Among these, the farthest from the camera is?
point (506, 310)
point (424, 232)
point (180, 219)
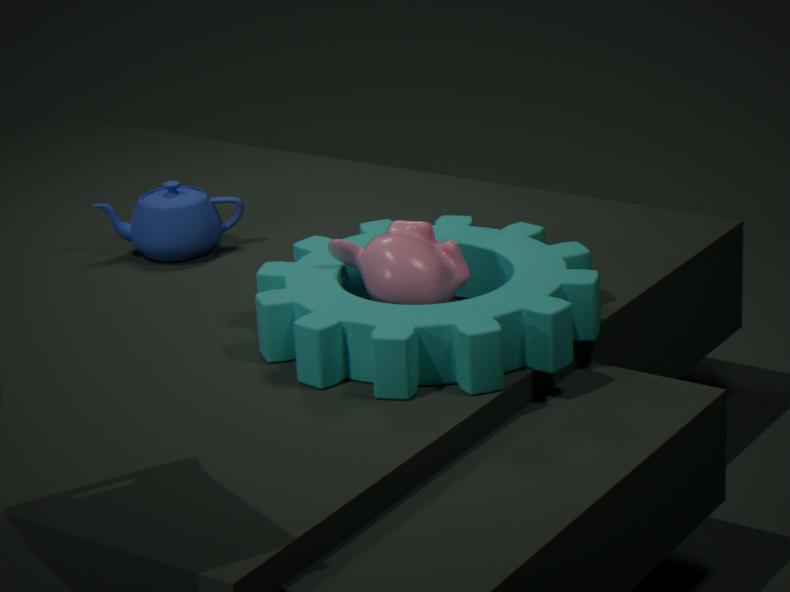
point (180, 219)
